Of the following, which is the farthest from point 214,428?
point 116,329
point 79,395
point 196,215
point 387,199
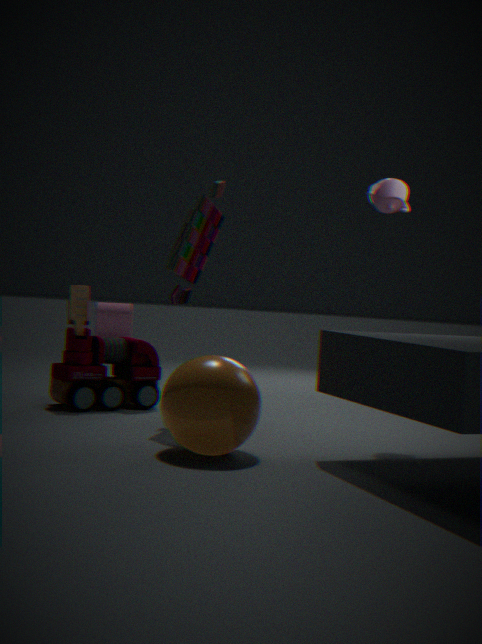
point 116,329
